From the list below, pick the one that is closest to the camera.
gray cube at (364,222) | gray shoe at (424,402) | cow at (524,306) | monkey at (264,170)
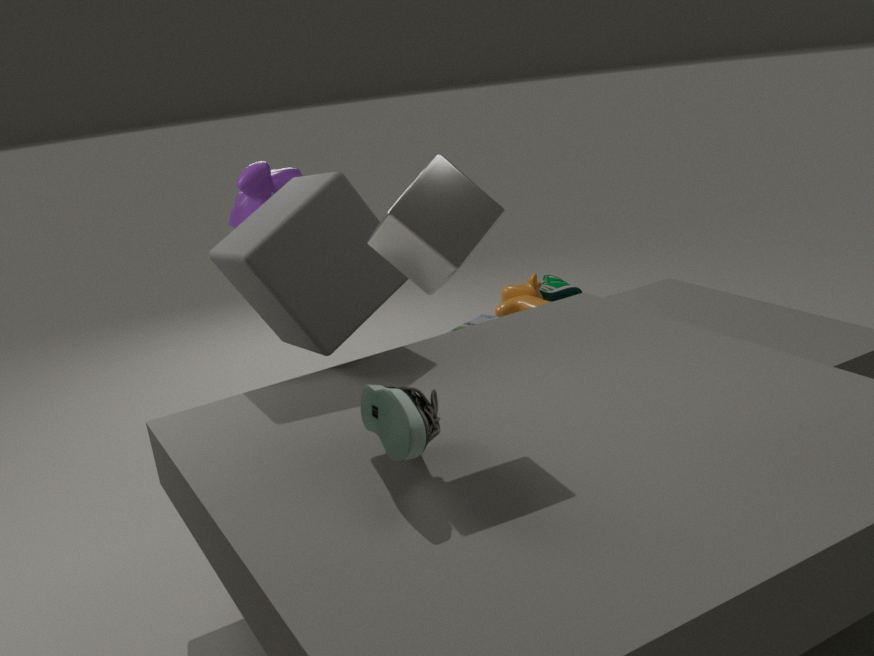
gray shoe at (424,402)
